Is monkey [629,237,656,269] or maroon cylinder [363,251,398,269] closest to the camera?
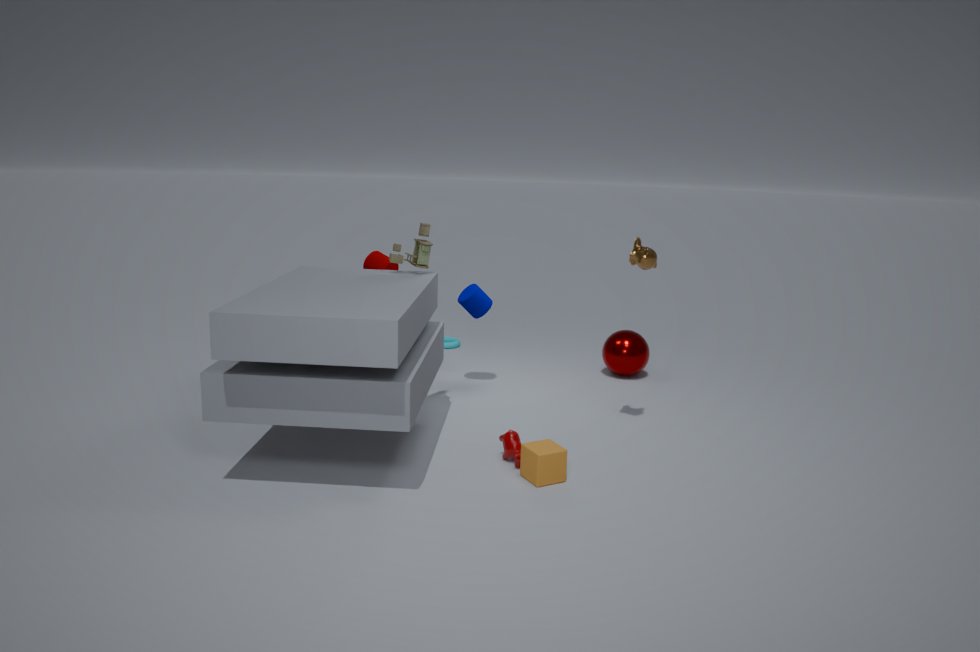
monkey [629,237,656,269]
